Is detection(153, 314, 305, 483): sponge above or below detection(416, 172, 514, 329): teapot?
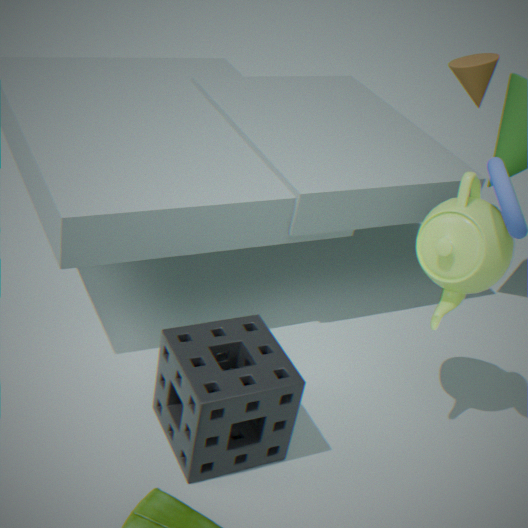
below
